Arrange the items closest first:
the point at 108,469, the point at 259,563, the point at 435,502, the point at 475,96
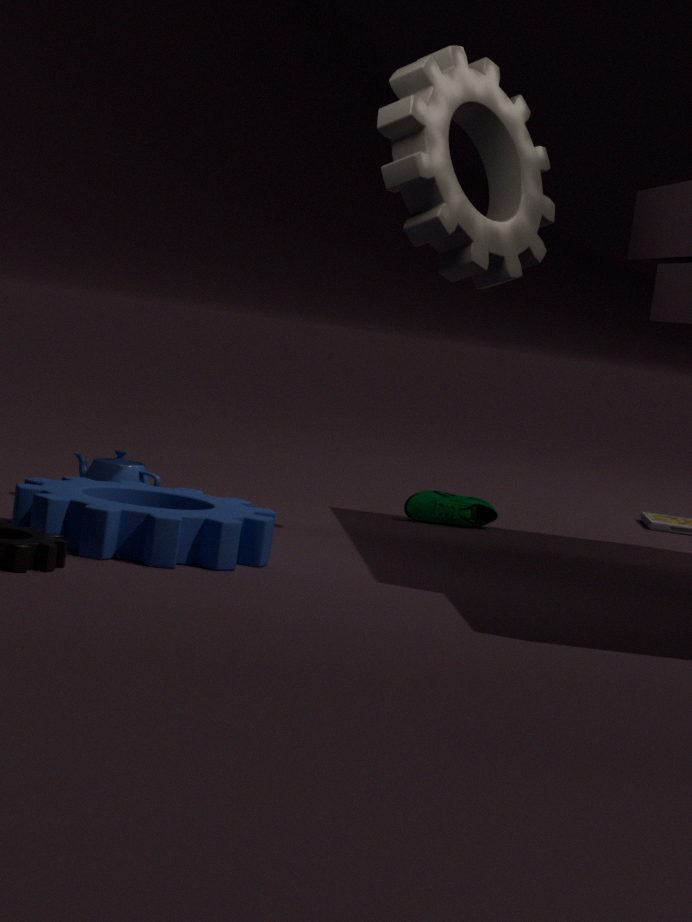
the point at 259,563 < the point at 475,96 < the point at 108,469 < the point at 435,502
